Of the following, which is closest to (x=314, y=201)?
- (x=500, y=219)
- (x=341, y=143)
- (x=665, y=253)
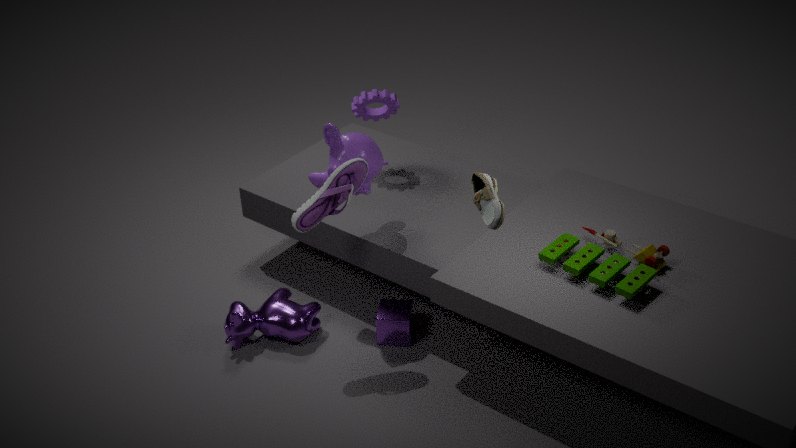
(x=341, y=143)
